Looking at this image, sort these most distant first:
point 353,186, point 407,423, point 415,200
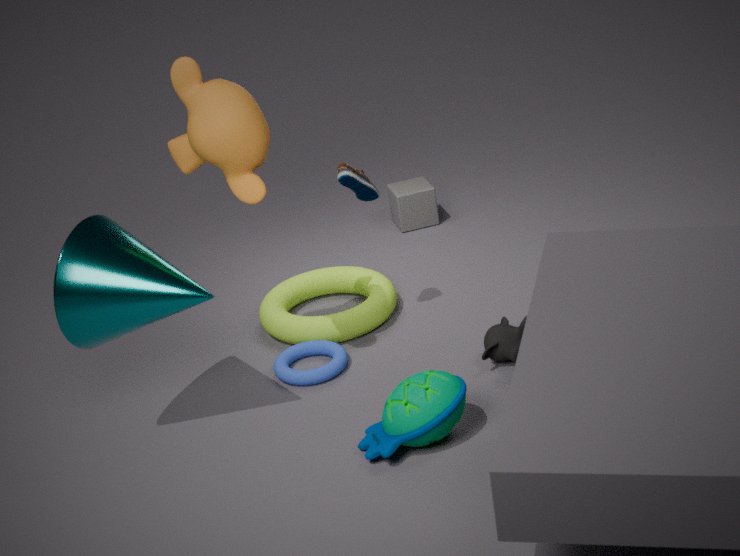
1. point 415,200
2. point 353,186
3. point 407,423
